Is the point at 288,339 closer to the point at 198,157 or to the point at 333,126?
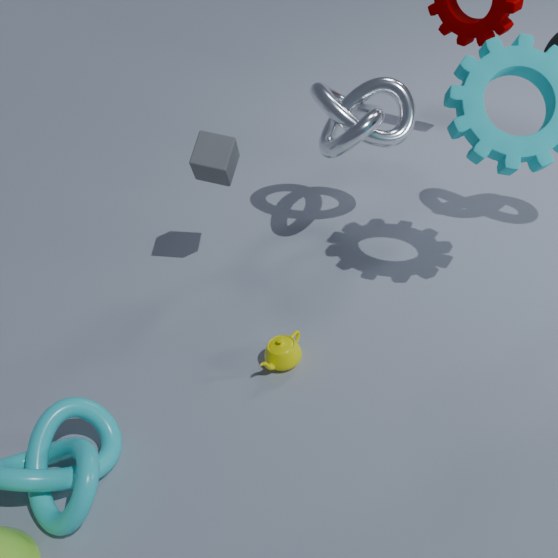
the point at 198,157
